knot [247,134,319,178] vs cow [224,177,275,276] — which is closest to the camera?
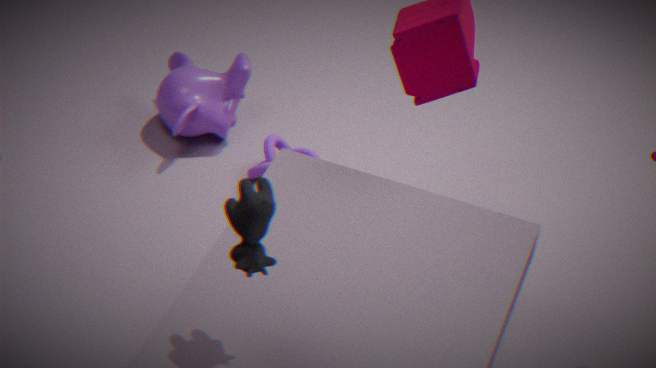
cow [224,177,275,276]
